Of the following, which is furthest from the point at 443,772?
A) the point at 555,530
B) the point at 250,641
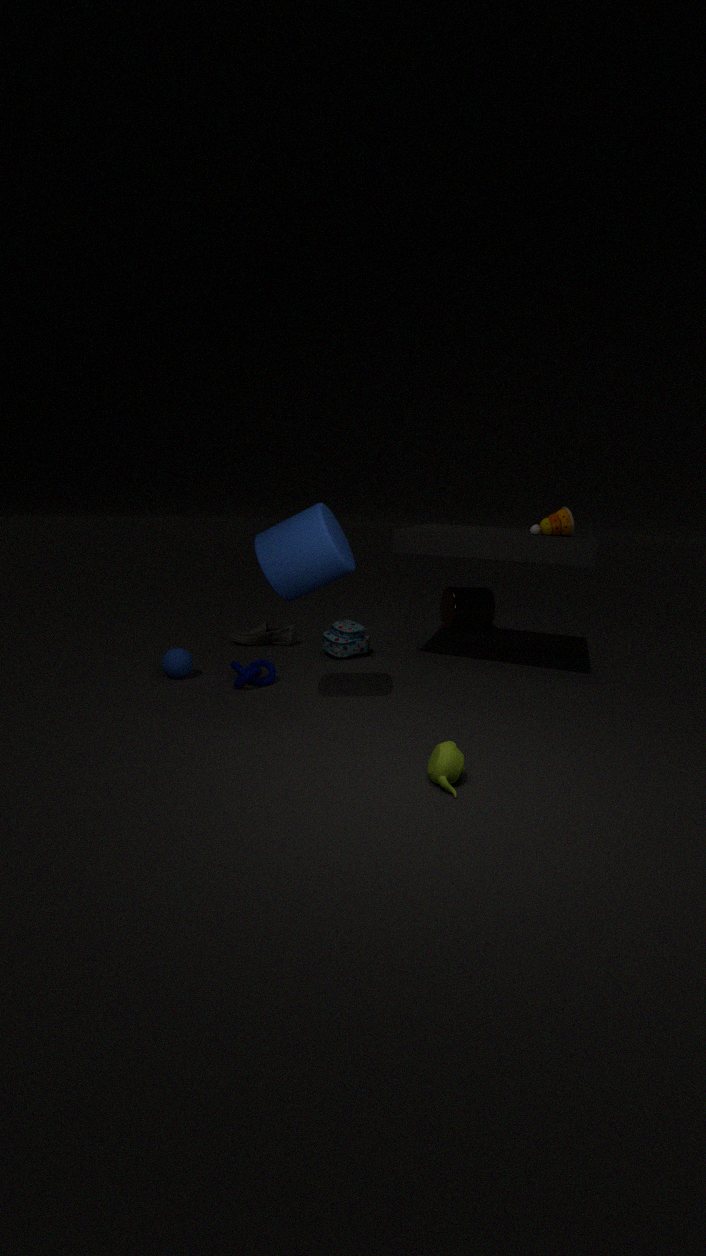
the point at 250,641
